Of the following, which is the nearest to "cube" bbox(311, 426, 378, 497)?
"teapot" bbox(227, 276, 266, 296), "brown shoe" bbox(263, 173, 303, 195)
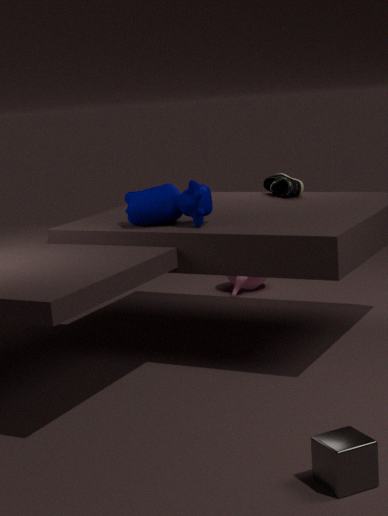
"brown shoe" bbox(263, 173, 303, 195)
